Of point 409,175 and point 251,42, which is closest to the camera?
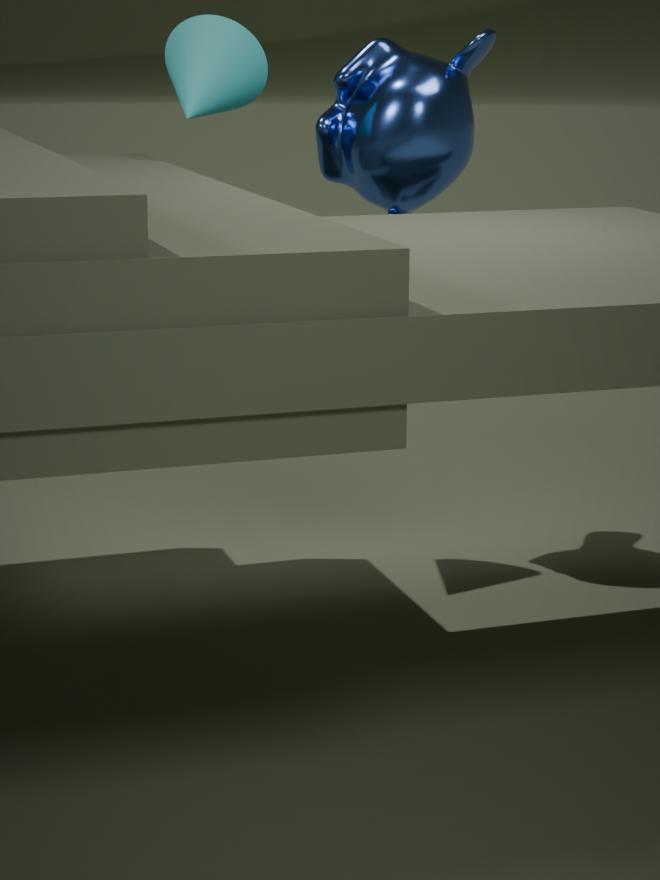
point 251,42
